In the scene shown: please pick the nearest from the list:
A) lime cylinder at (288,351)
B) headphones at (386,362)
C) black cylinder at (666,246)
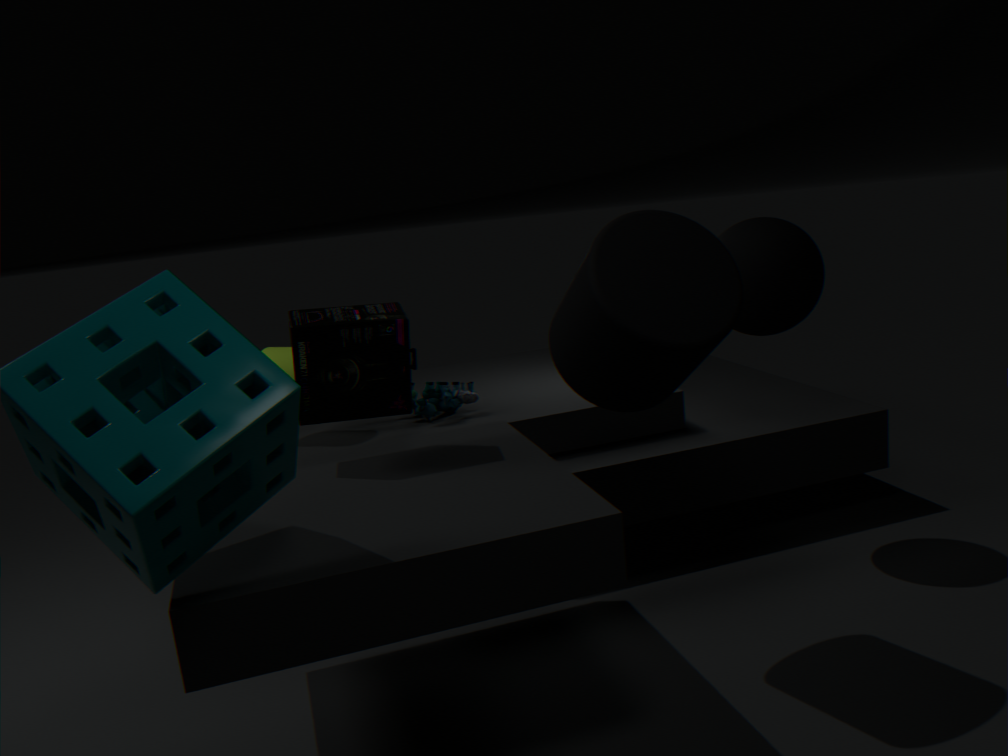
black cylinder at (666,246)
